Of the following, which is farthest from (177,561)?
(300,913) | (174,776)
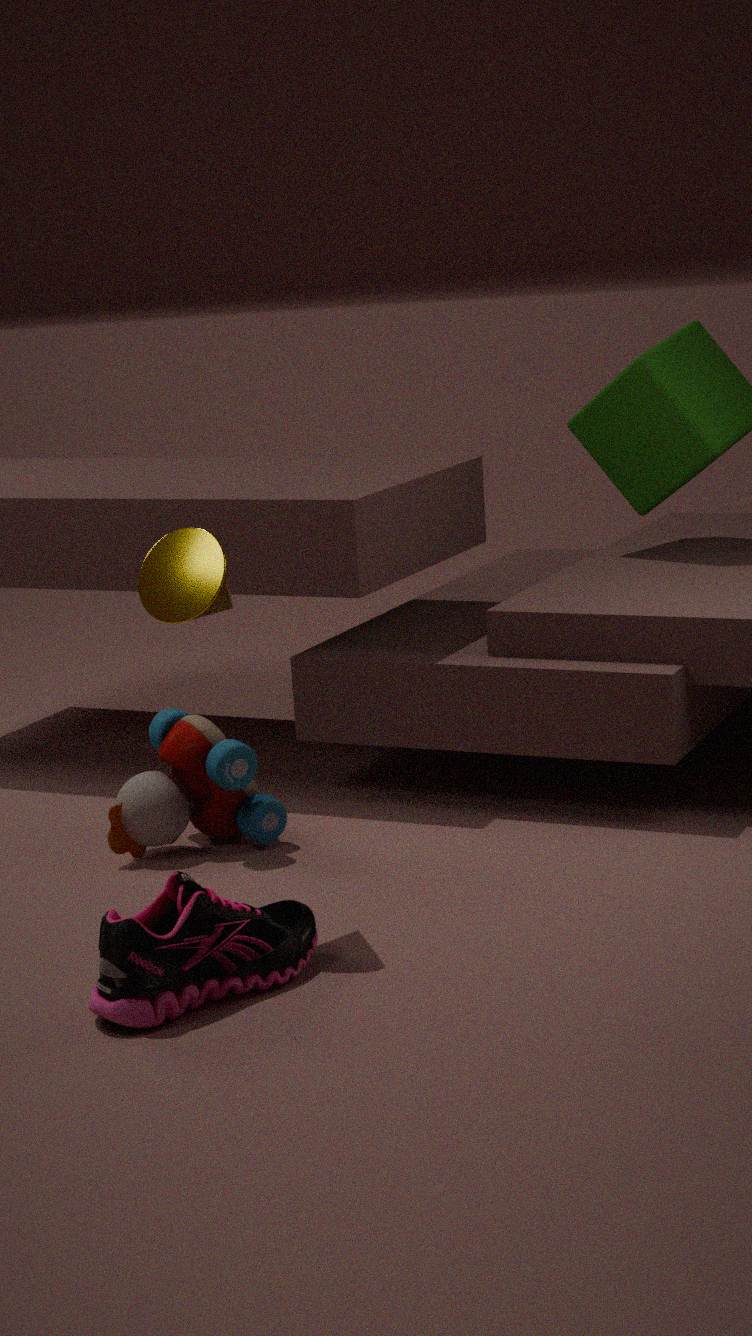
(174,776)
